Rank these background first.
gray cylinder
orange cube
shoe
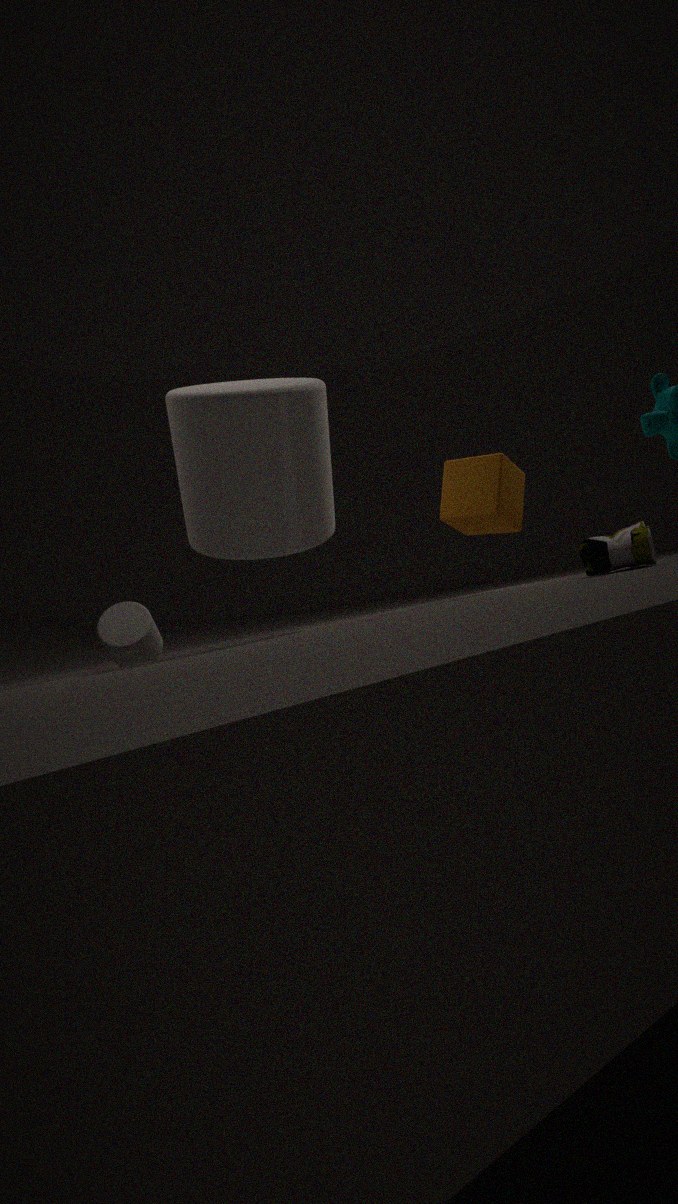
gray cylinder
orange cube
shoe
